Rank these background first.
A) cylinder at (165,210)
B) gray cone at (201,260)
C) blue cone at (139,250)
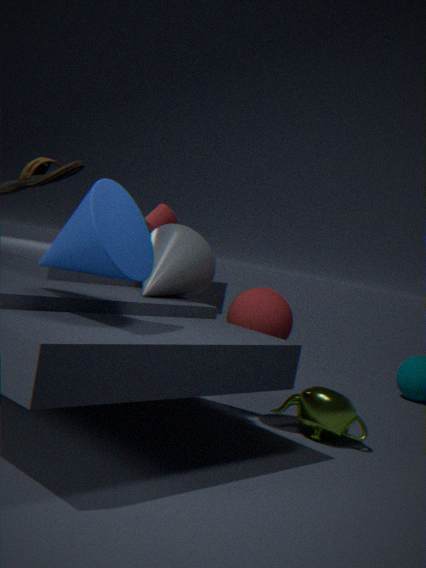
cylinder at (165,210), gray cone at (201,260), blue cone at (139,250)
